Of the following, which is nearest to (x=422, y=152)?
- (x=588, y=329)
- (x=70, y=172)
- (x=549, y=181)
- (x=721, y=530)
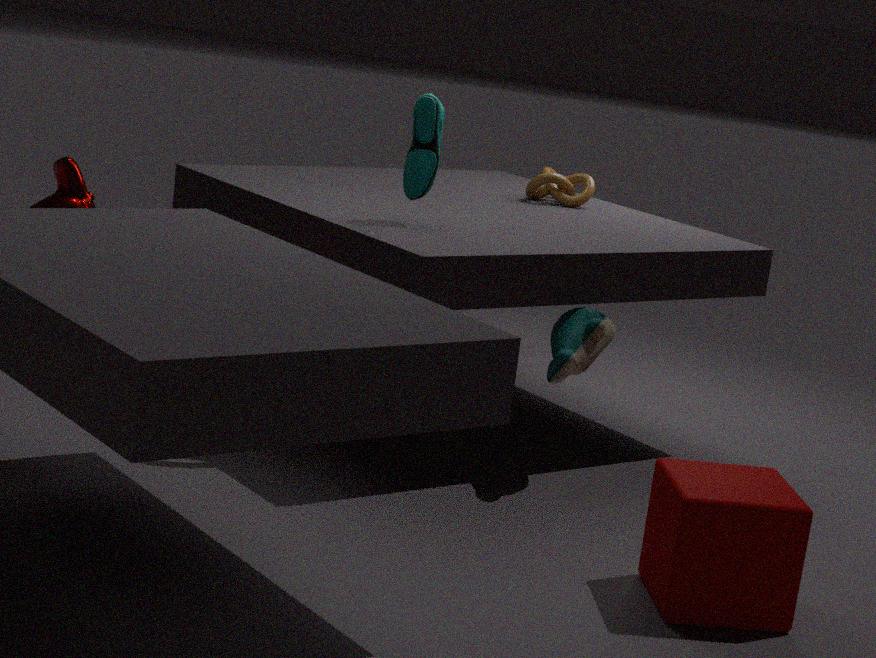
(x=588, y=329)
